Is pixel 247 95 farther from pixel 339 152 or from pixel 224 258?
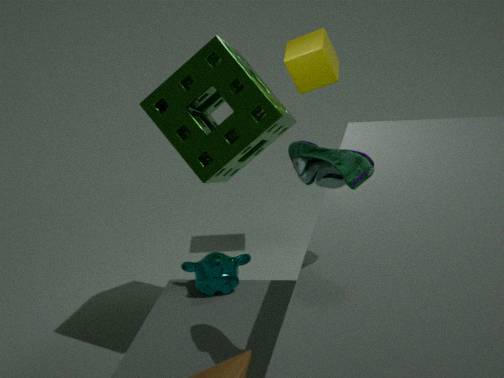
pixel 339 152
